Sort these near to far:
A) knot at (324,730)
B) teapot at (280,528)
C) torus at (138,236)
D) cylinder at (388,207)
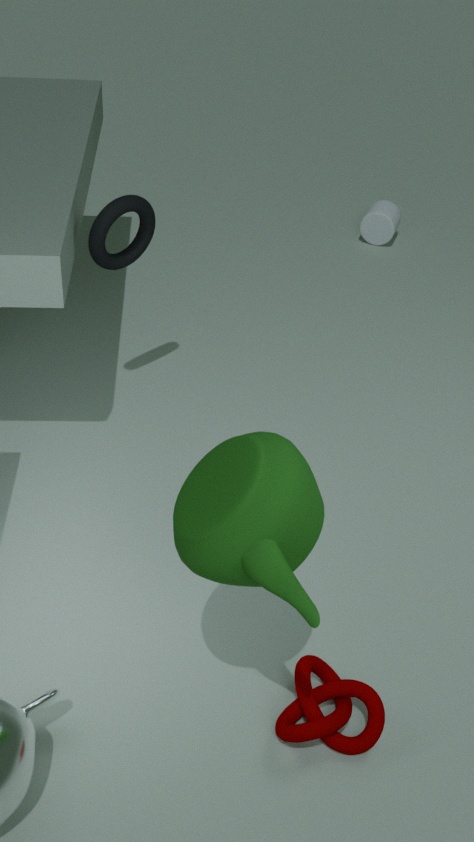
1. teapot at (280,528)
2. knot at (324,730)
3. torus at (138,236)
4. cylinder at (388,207)
